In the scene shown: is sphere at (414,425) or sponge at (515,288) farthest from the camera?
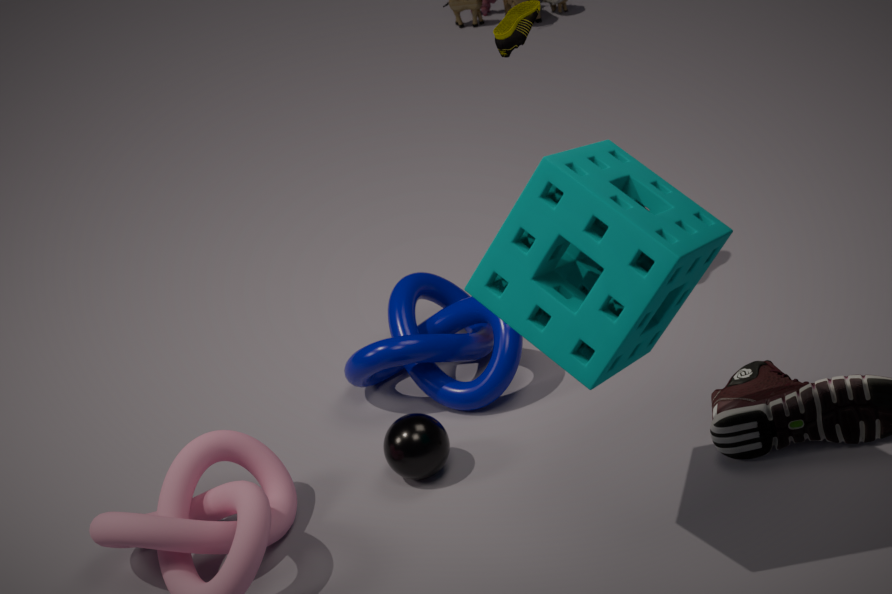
Answer: sphere at (414,425)
